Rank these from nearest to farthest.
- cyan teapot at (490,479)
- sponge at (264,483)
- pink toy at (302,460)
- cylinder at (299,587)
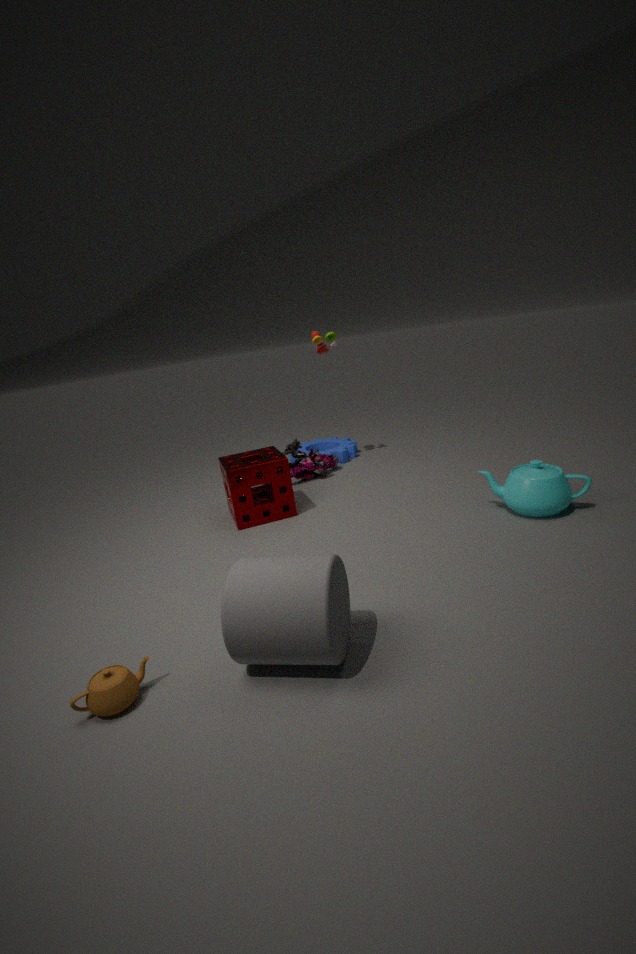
cylinder at (299,587), cyan teapot at (490,479), sponge at (264,483), pink toy at (302,460)
